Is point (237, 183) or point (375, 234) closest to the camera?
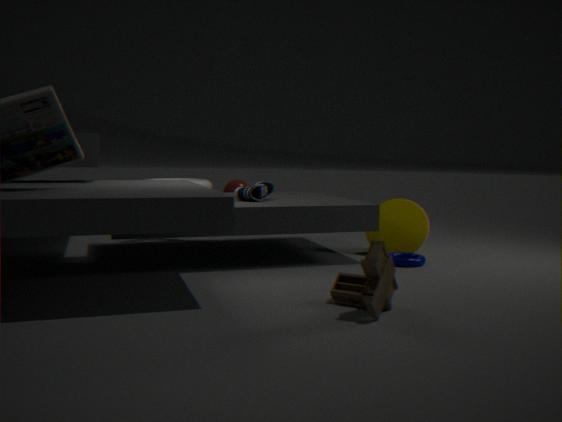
point (375, 234)
